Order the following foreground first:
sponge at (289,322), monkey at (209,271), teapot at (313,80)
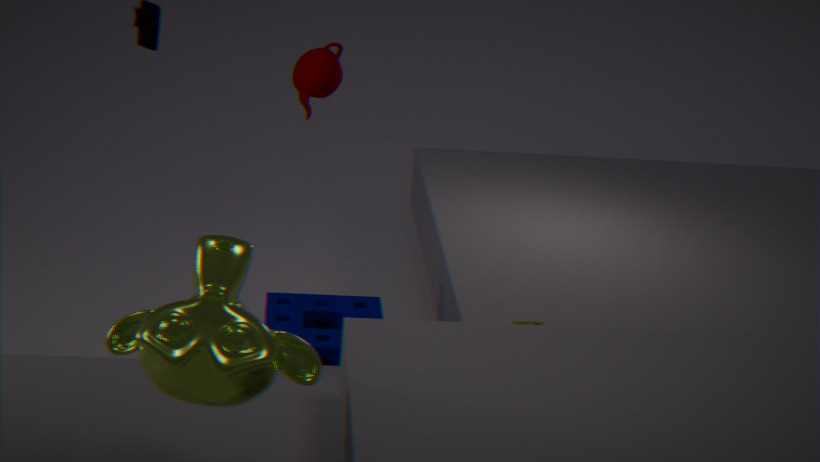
monkey at (209,271) → sponge at (289,322) → teapot at (313,80)
